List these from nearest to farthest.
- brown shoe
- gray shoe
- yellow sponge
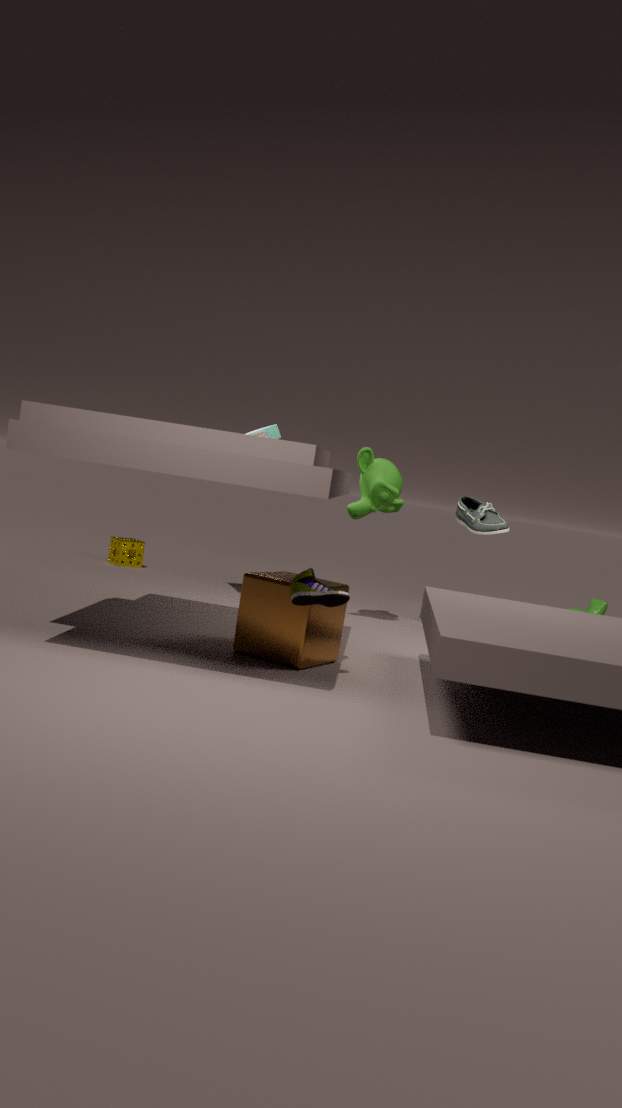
brown shoe → gray shoe → yellow sponge
